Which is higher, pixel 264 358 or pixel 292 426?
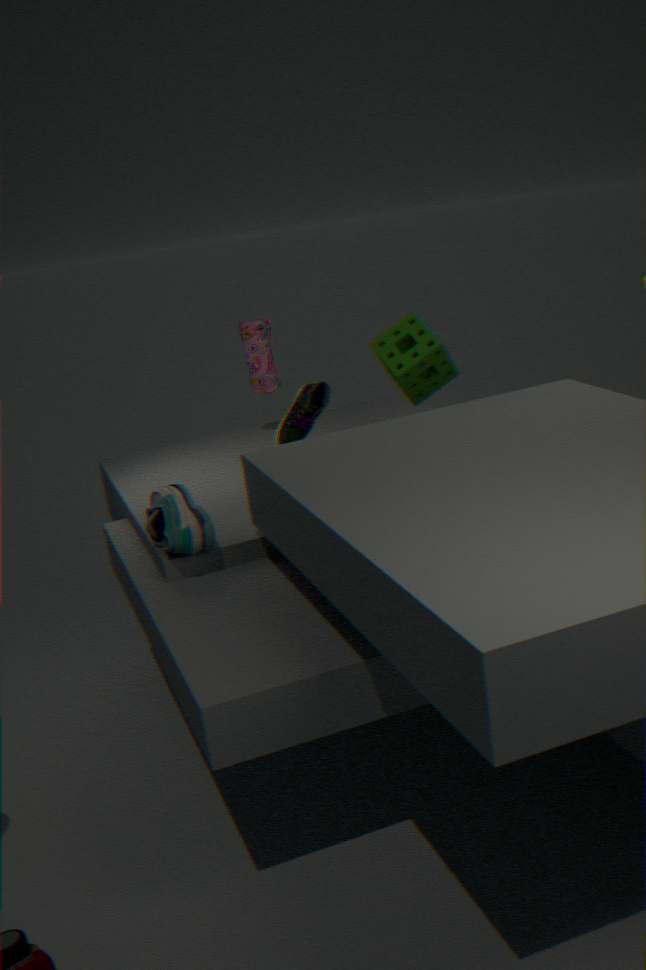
pixel 264 358
